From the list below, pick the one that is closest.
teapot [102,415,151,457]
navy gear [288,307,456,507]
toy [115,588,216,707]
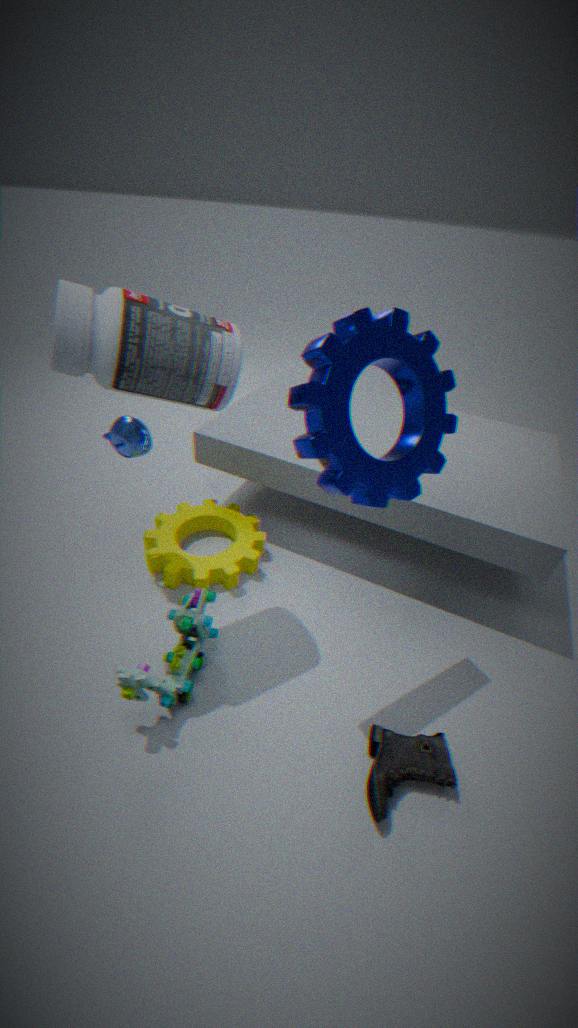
navy gear [288,307,456,507]
